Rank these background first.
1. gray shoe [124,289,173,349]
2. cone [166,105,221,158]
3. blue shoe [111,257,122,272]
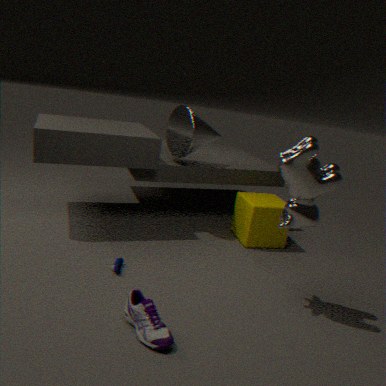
1. cone [166,105,221,158]
2. blue shoe [111,257,122,272]
3. gray shoe [124,289,173,349]
